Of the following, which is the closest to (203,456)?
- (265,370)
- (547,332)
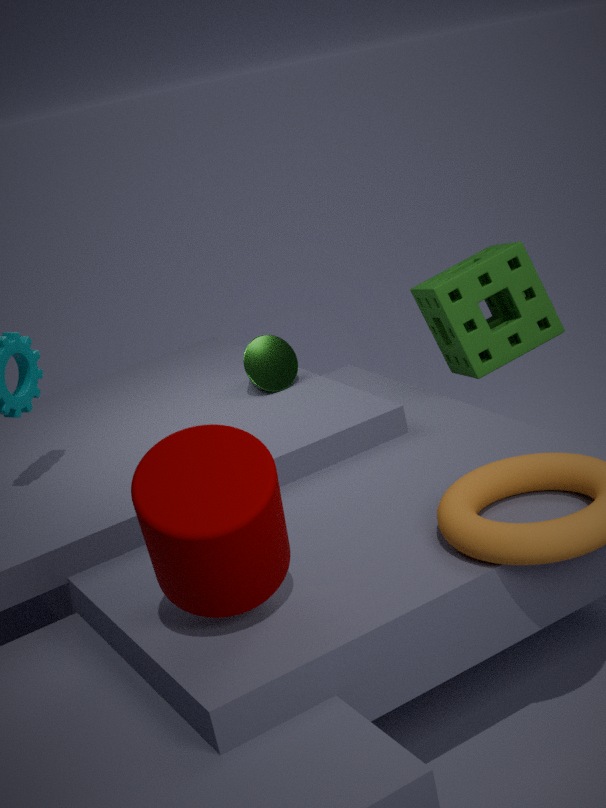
(265,370)
